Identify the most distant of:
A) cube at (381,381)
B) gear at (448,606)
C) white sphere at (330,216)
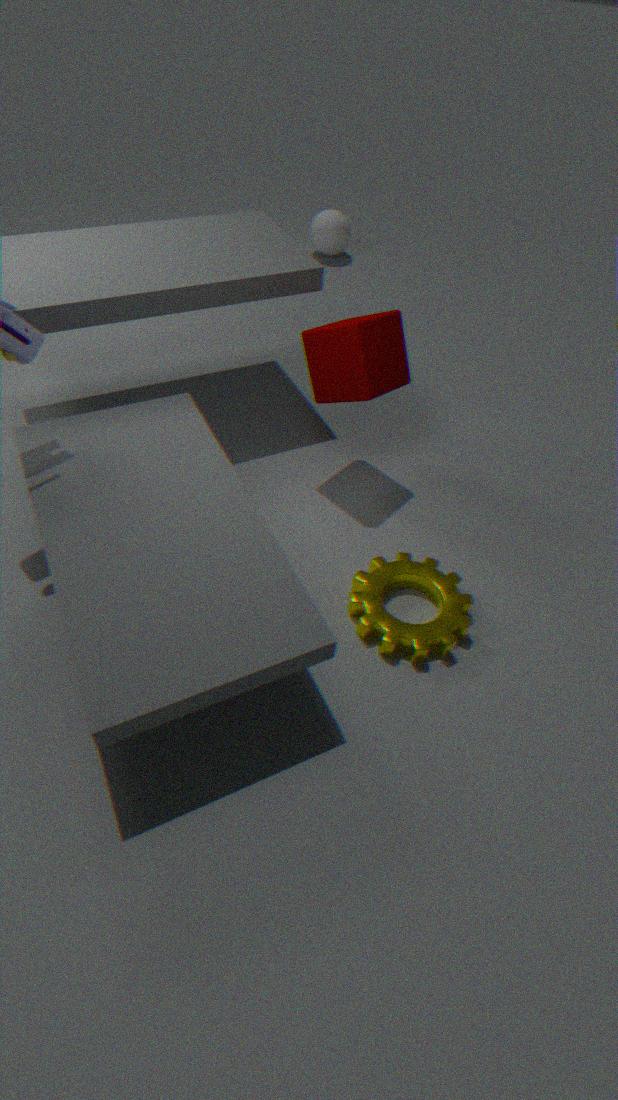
white sphere at (330,216)
